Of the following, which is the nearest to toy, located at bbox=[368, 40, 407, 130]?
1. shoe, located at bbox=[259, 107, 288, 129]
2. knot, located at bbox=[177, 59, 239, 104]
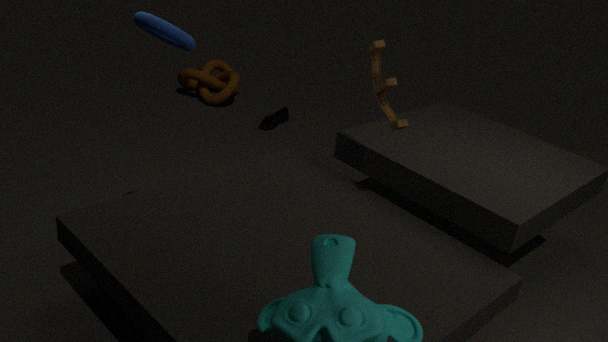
shoe, located at bbox=[259, 107, 288, 129]
